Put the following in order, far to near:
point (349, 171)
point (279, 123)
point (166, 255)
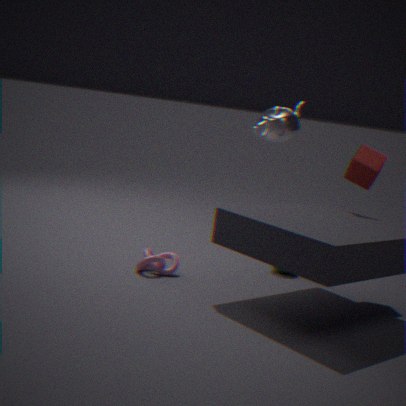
→ point (279, 123) < point (349, 171) < point (166, 255)
